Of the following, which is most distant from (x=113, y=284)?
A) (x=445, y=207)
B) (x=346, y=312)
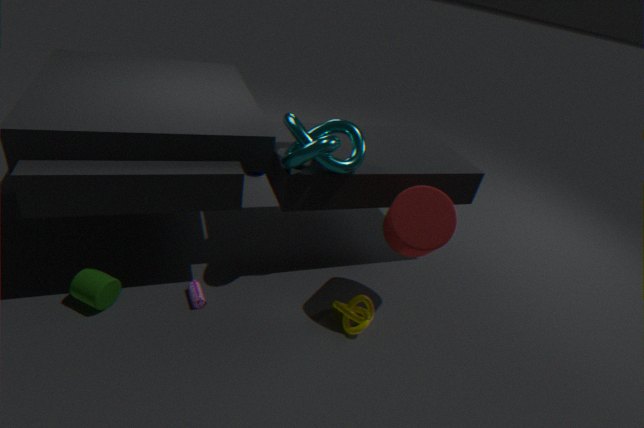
(x=445, y=207)
